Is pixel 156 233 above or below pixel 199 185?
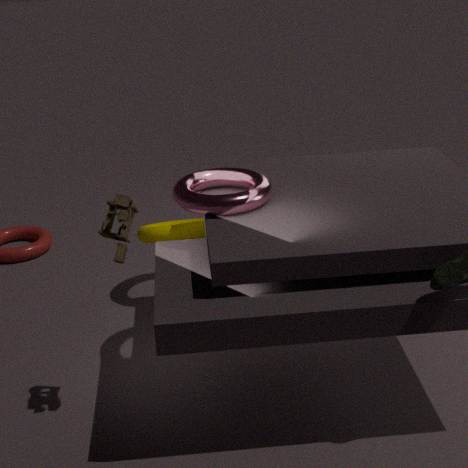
below
